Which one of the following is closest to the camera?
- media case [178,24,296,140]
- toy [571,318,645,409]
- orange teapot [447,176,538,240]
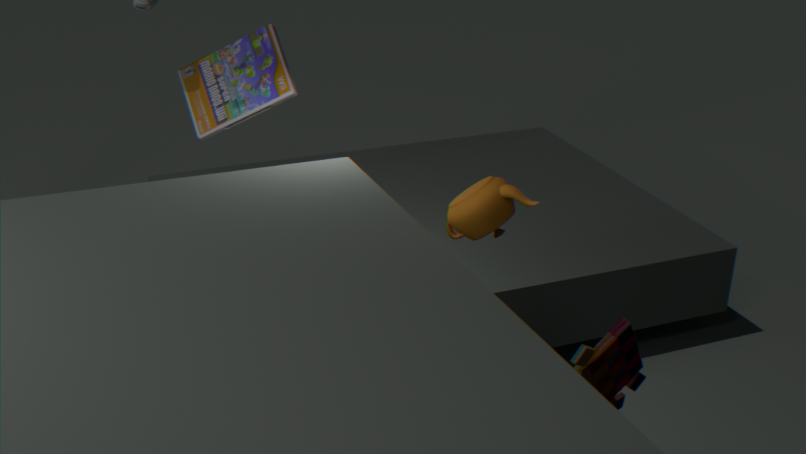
toy [571,318,645,409]
